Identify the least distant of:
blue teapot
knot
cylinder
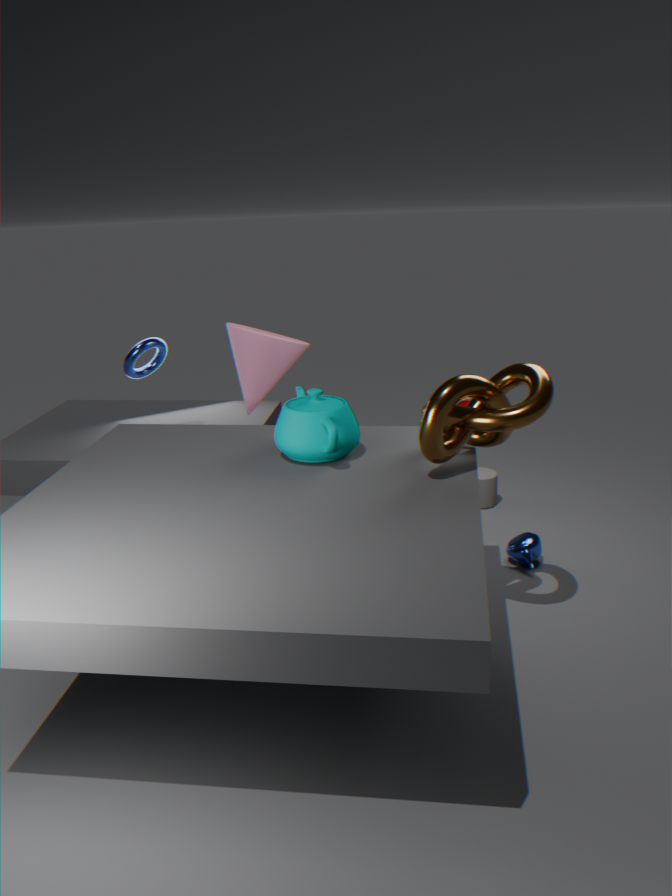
knot
